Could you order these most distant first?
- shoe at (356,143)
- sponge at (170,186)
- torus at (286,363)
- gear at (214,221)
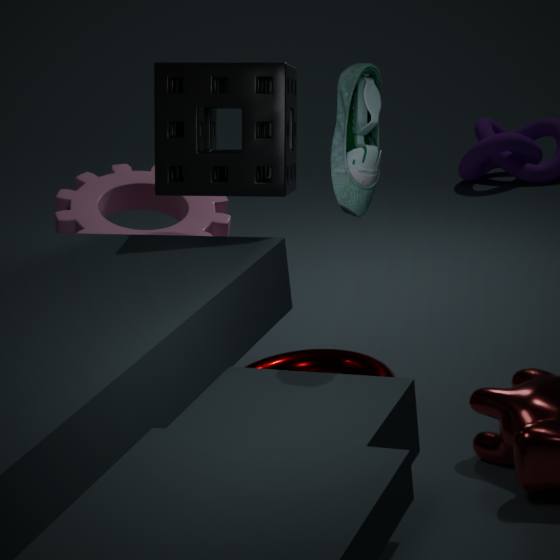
gear at (214,221), torus at (286,363), sponge at (170,186), shoe at (356,143)
